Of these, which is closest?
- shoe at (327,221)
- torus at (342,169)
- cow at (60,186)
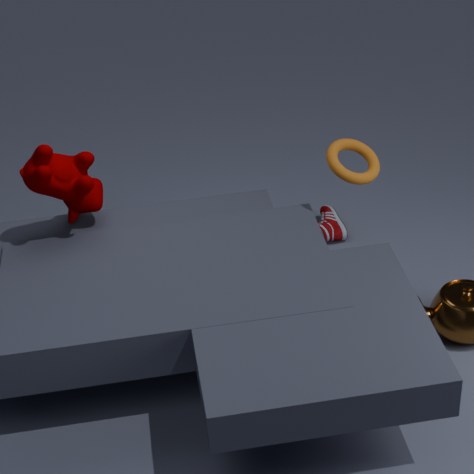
cow at (60,186)
